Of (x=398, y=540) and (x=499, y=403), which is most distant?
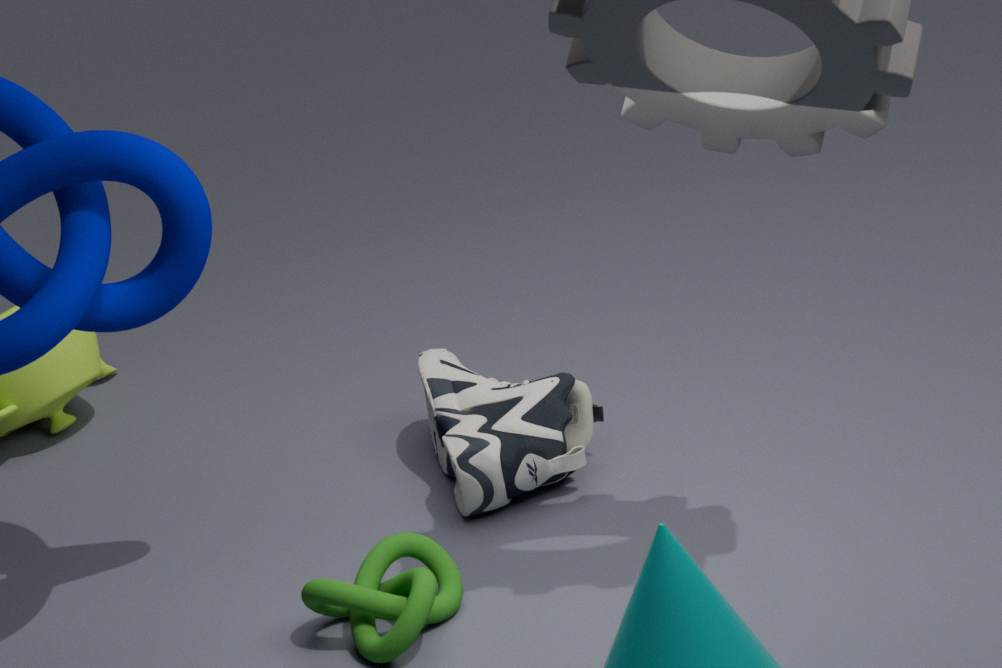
(x=499, y=403)
